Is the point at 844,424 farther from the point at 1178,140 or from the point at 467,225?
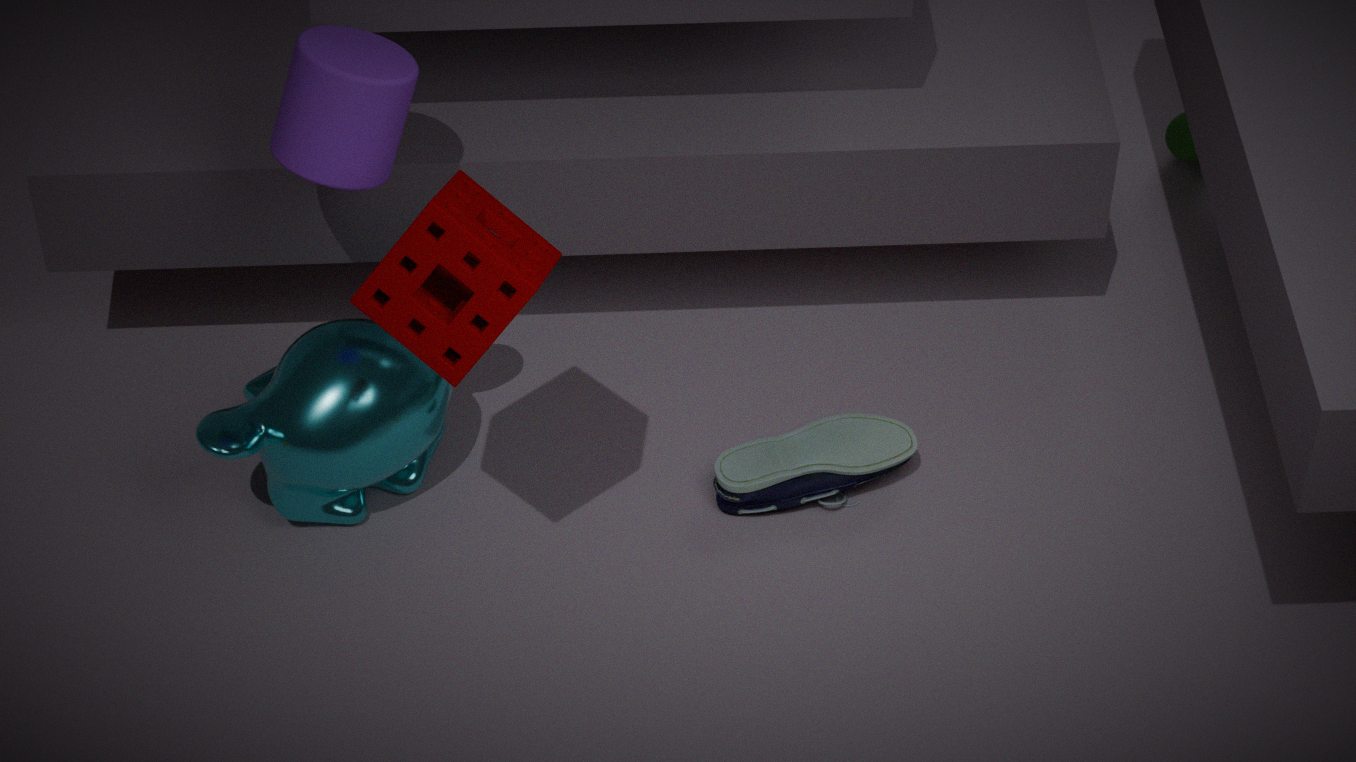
the point at 1178,140
